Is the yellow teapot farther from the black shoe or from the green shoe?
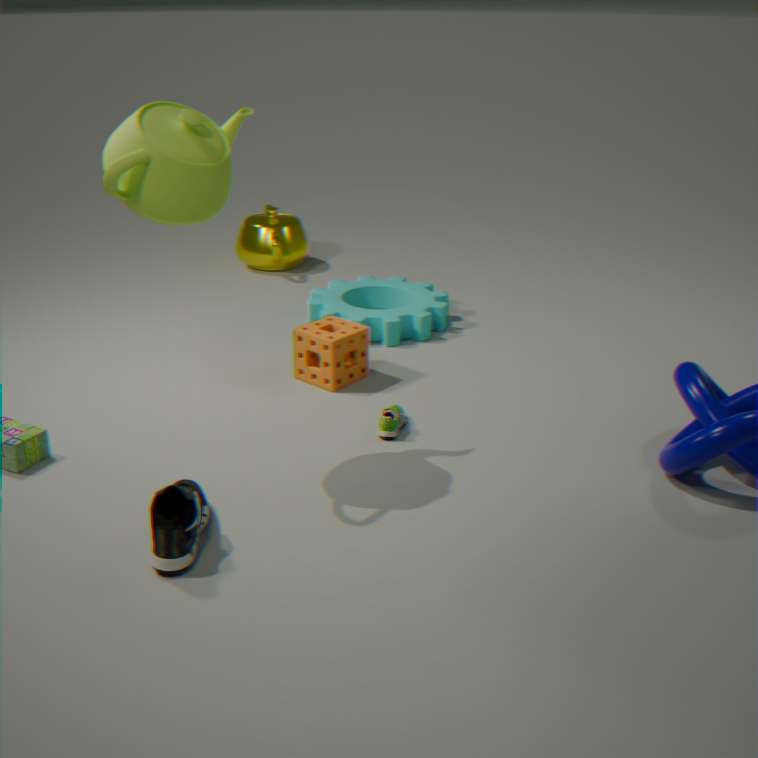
the black shoe
